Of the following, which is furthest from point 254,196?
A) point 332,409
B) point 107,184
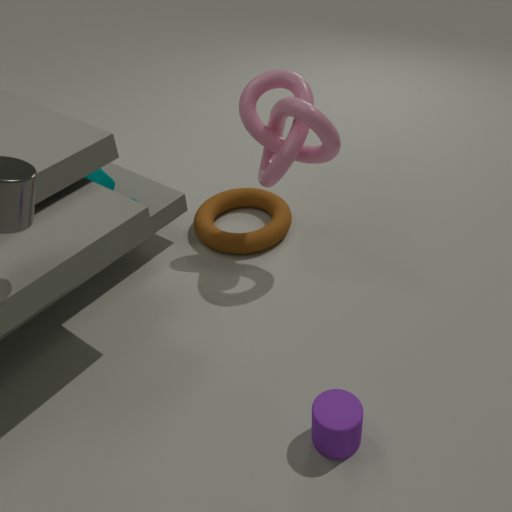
point 332,409
